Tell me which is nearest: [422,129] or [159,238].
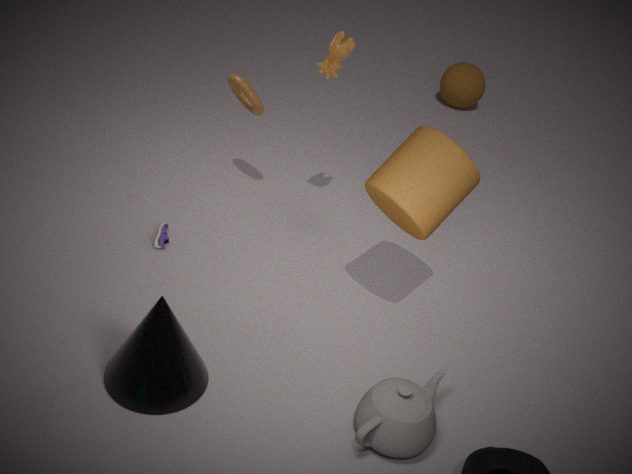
[422,129]
